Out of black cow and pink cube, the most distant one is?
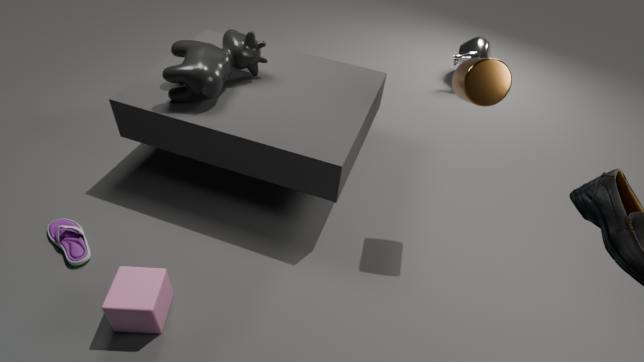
black cow
